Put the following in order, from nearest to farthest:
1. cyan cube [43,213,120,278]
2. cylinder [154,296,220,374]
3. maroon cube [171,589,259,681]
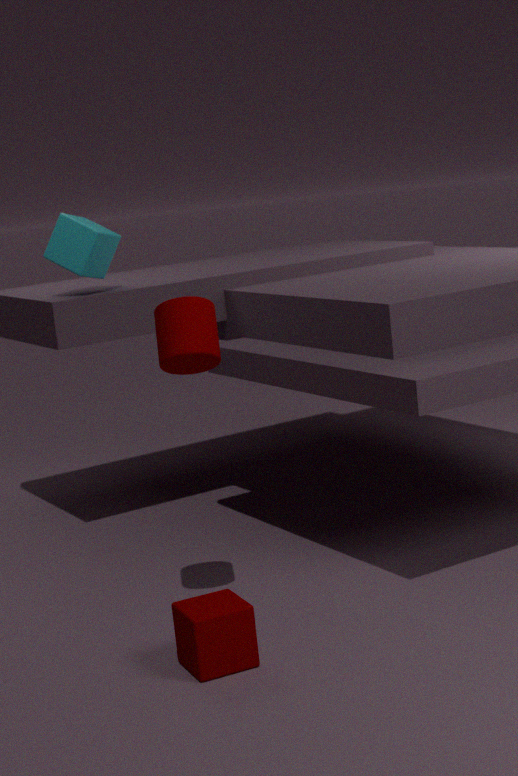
maroon cube [171,589,259,681]
cylinder [154,296,220,374]
cyan cube [43,213,120,278]
